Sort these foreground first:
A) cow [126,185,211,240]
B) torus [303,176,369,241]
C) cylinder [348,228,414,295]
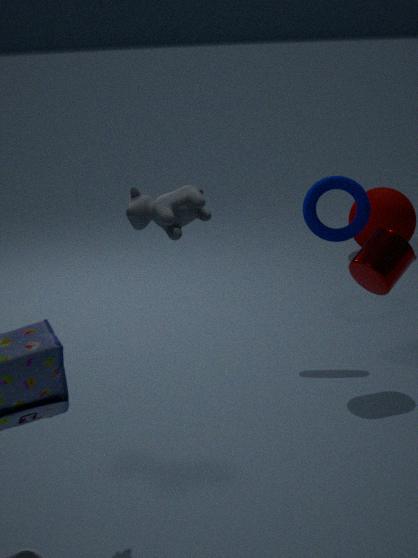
cow [126,185,211,240] → cylinder [348,228,414,295] → torus [303,176,369,241]
